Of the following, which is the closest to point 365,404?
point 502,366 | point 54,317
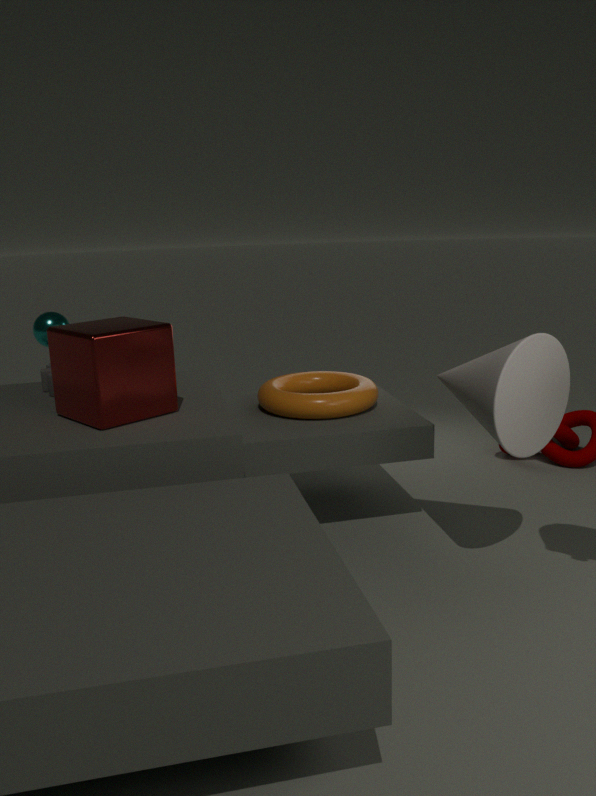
point 502,366
